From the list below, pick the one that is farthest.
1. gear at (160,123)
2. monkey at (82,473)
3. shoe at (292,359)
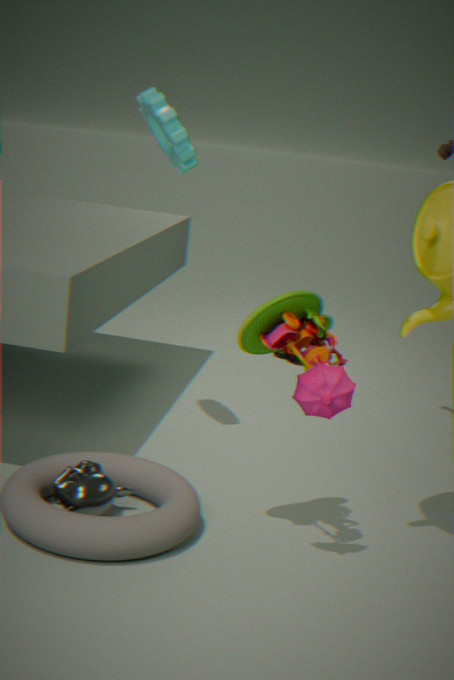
shoe at (292,359)
